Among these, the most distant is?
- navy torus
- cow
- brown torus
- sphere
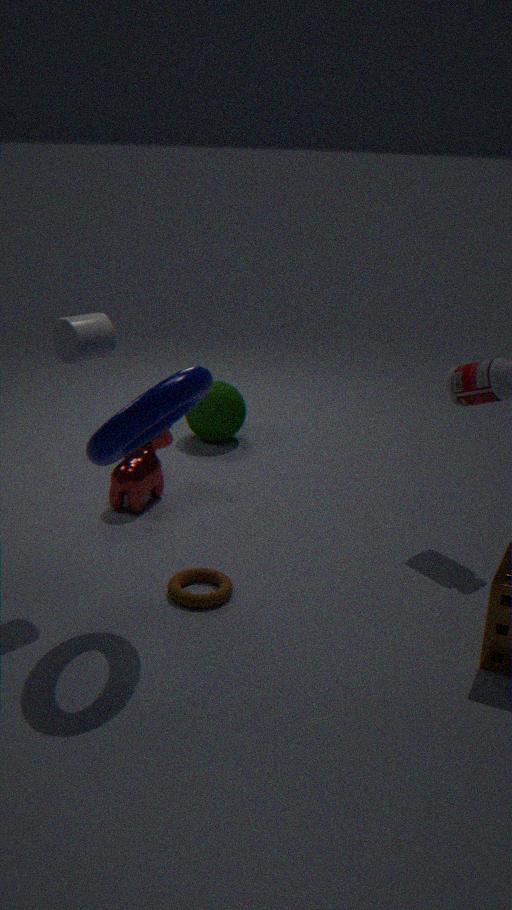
sphere
